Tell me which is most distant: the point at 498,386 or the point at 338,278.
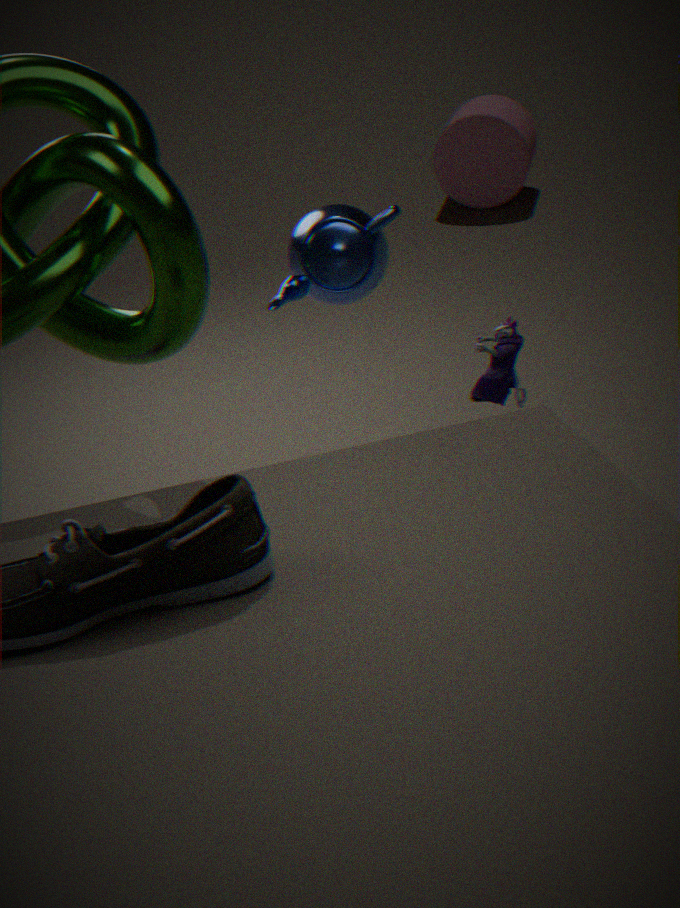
the point at 498,386
